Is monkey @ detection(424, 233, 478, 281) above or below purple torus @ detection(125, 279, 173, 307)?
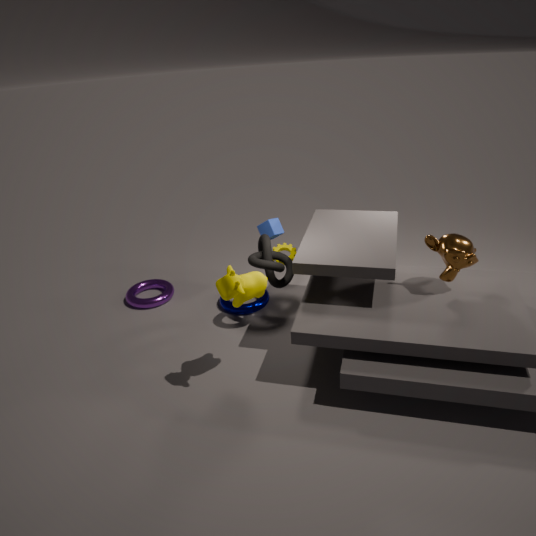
above
